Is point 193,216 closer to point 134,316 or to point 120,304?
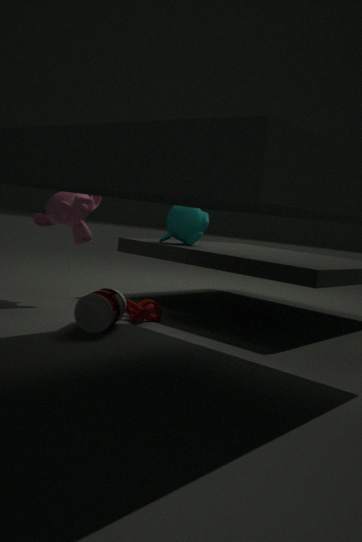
point 134,316
